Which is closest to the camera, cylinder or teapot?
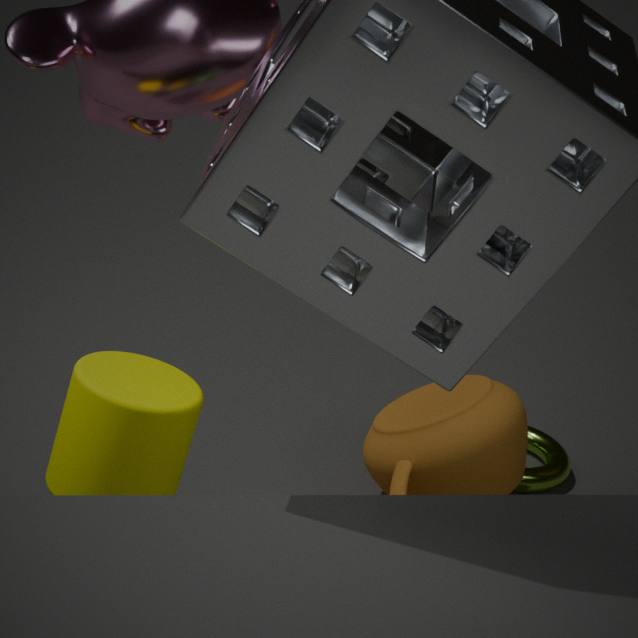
cylinder
